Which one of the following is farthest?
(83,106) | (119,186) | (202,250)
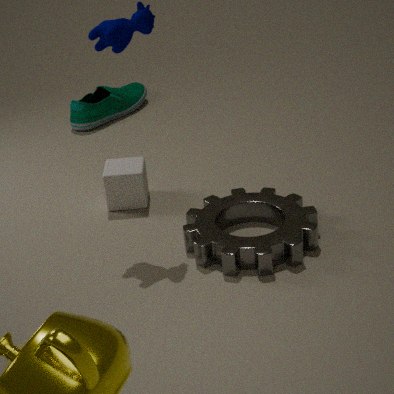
(83,106)
